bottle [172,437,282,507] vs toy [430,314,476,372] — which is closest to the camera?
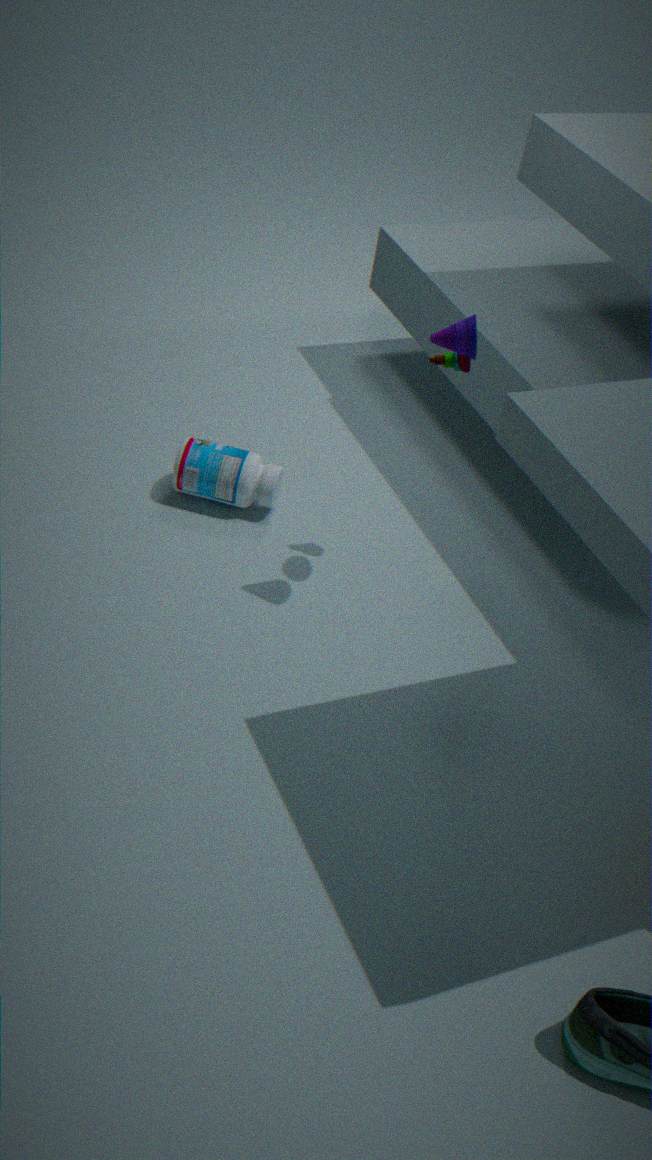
toy [430,314,476,372]
